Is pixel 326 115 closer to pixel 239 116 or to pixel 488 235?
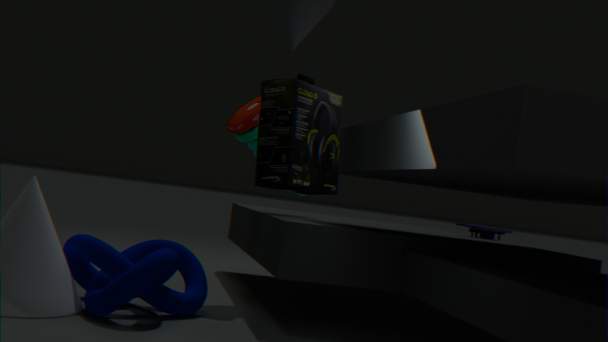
pixel 239 116
